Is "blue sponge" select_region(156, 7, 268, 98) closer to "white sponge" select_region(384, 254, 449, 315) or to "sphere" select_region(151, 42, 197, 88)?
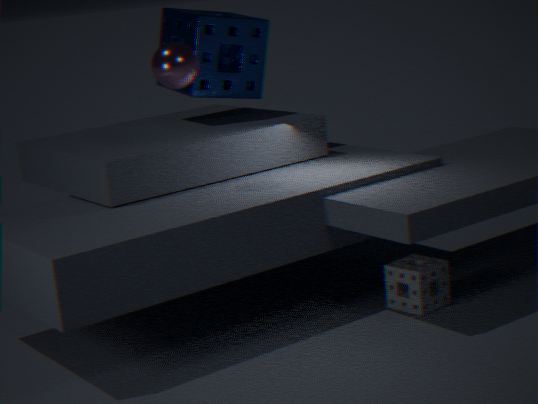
"sphere" select_region(151, 42, 197, 88)
